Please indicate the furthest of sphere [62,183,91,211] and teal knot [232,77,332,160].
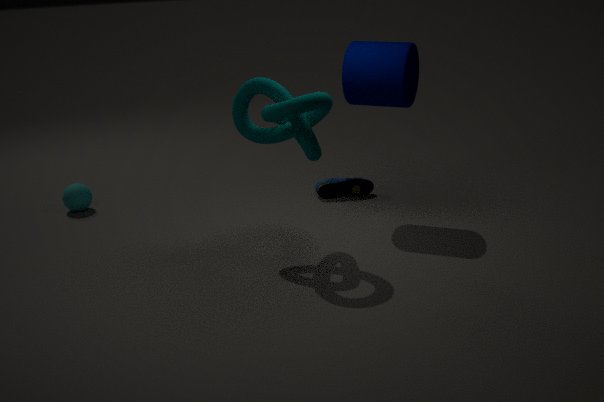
sphere [62,183,91,211]
